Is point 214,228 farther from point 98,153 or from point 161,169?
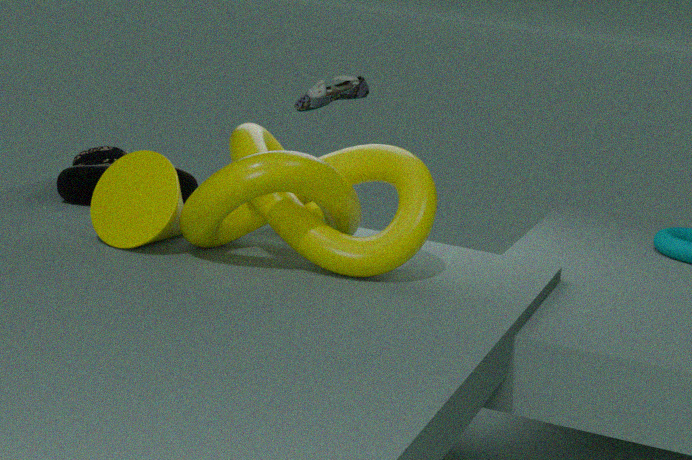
point 98,153
